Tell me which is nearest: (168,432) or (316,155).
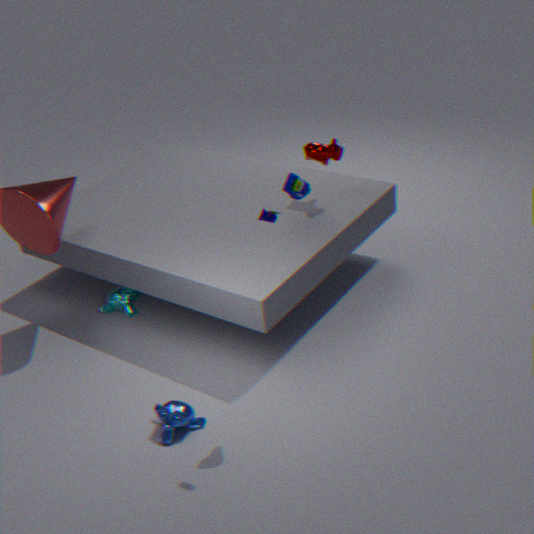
(168,432)
